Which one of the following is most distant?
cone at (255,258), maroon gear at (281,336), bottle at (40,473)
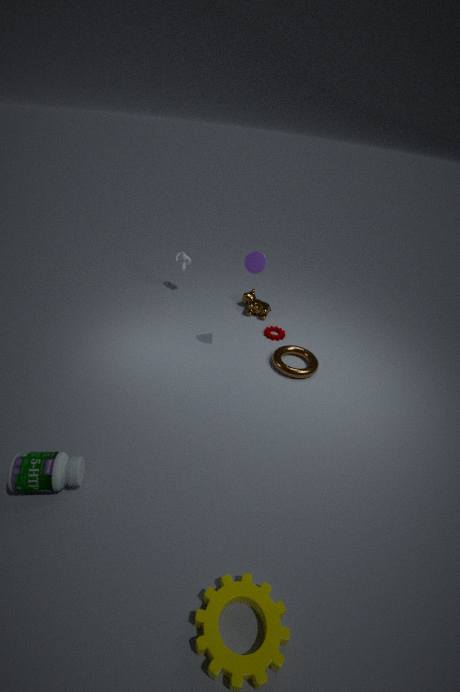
maroon gear at (281,336)
